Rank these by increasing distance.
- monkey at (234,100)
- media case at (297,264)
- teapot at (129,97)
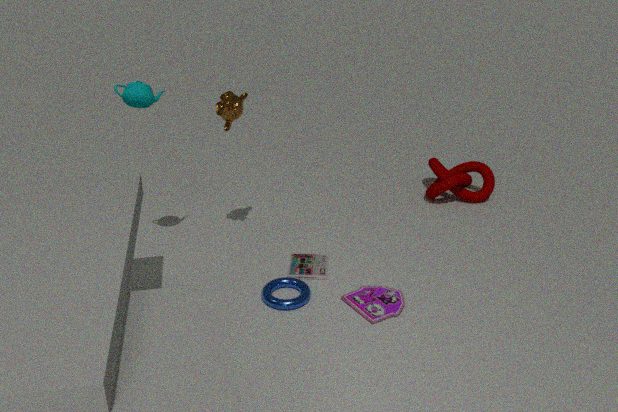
teapot at (129,97) < monkey at (234,100) < media case at (297,264)
